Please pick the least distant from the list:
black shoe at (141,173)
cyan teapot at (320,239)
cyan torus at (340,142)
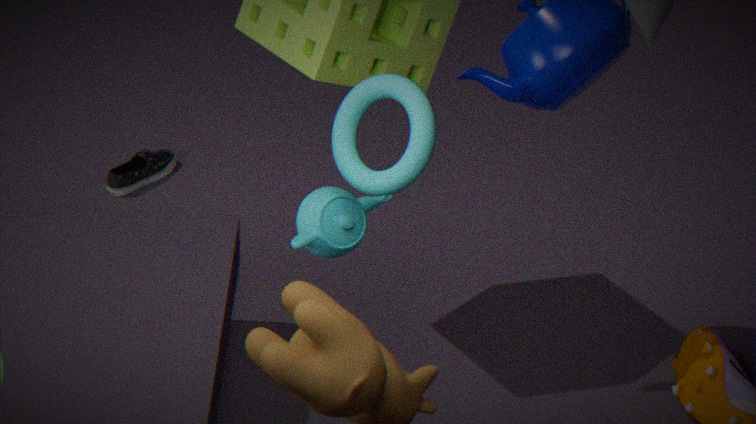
cyan torus at (340,142)
